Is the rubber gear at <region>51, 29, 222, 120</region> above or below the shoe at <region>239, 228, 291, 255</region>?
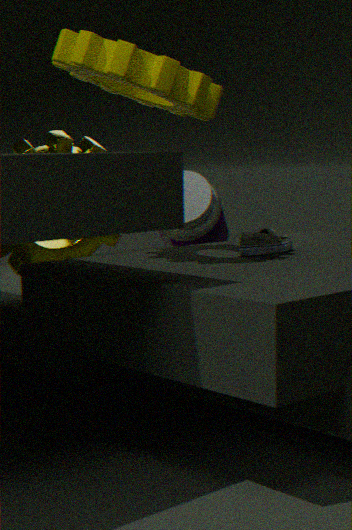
above
